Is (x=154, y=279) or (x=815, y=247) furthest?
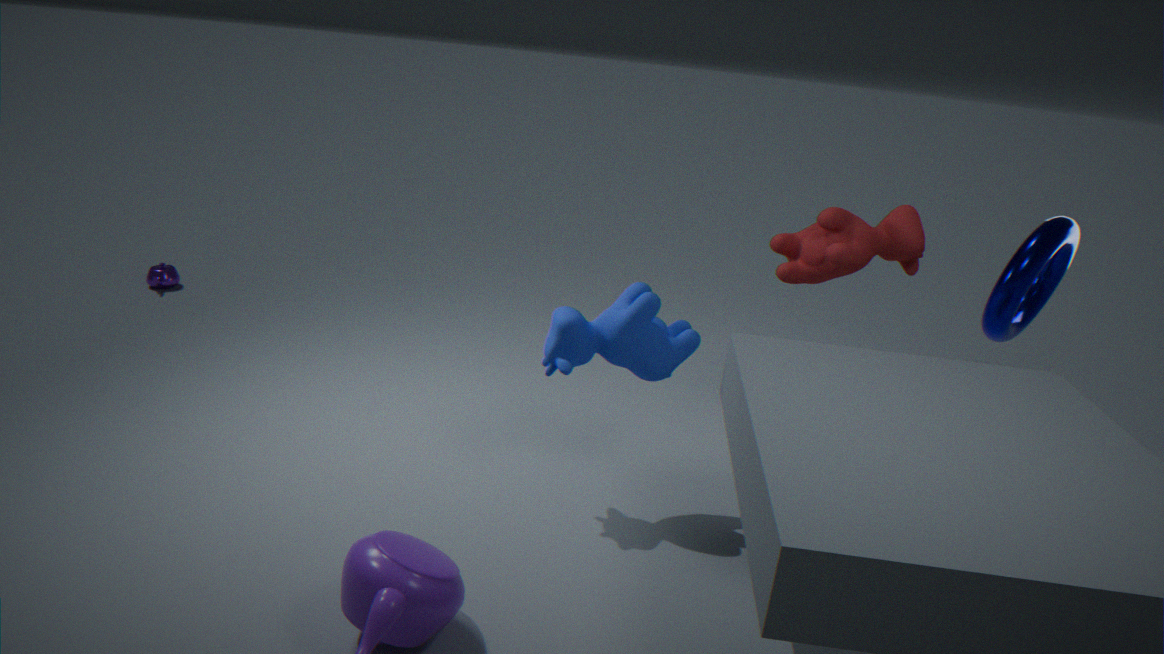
(x=154, y=279)
